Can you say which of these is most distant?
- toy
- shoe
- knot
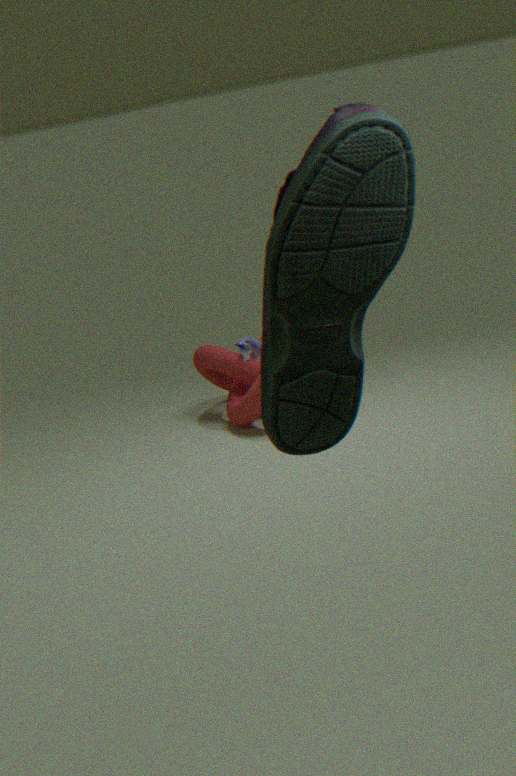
toy
